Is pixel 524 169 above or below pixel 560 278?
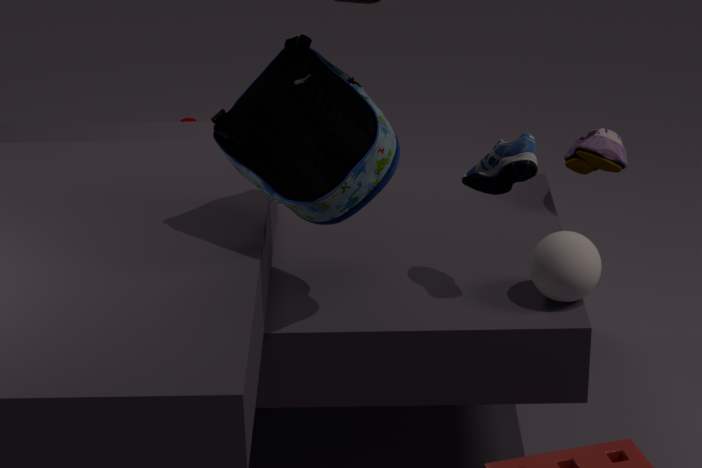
above
